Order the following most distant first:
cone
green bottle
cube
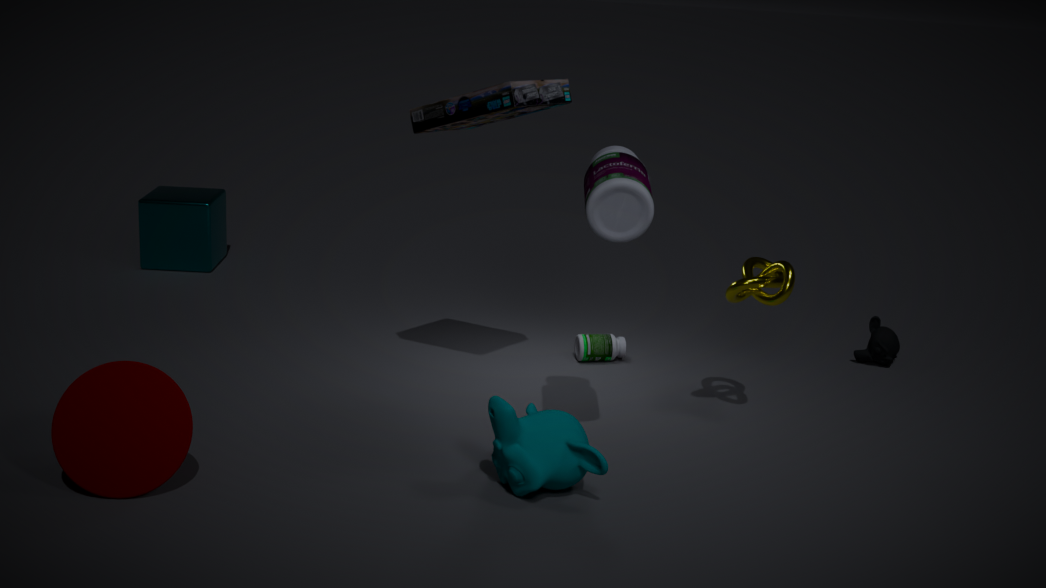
cube
green bottle
cone
